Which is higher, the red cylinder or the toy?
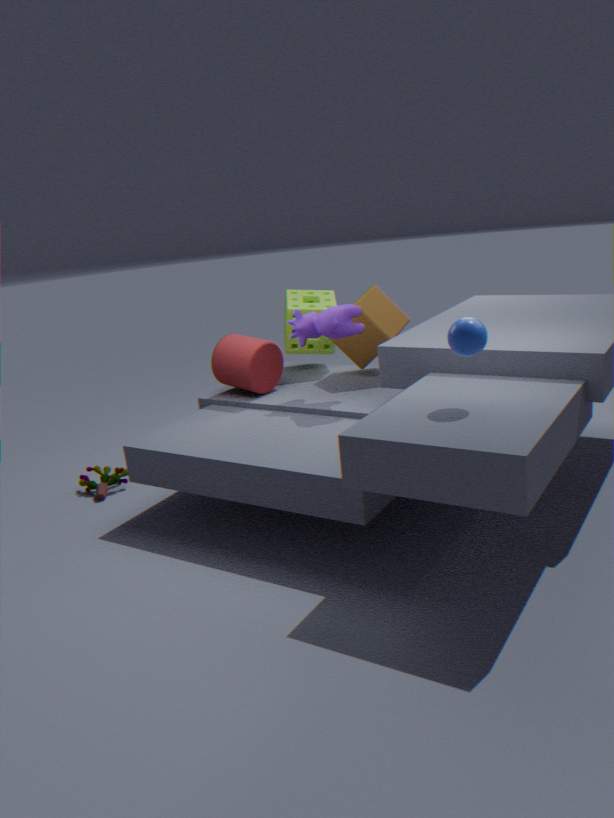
the red cylinder
